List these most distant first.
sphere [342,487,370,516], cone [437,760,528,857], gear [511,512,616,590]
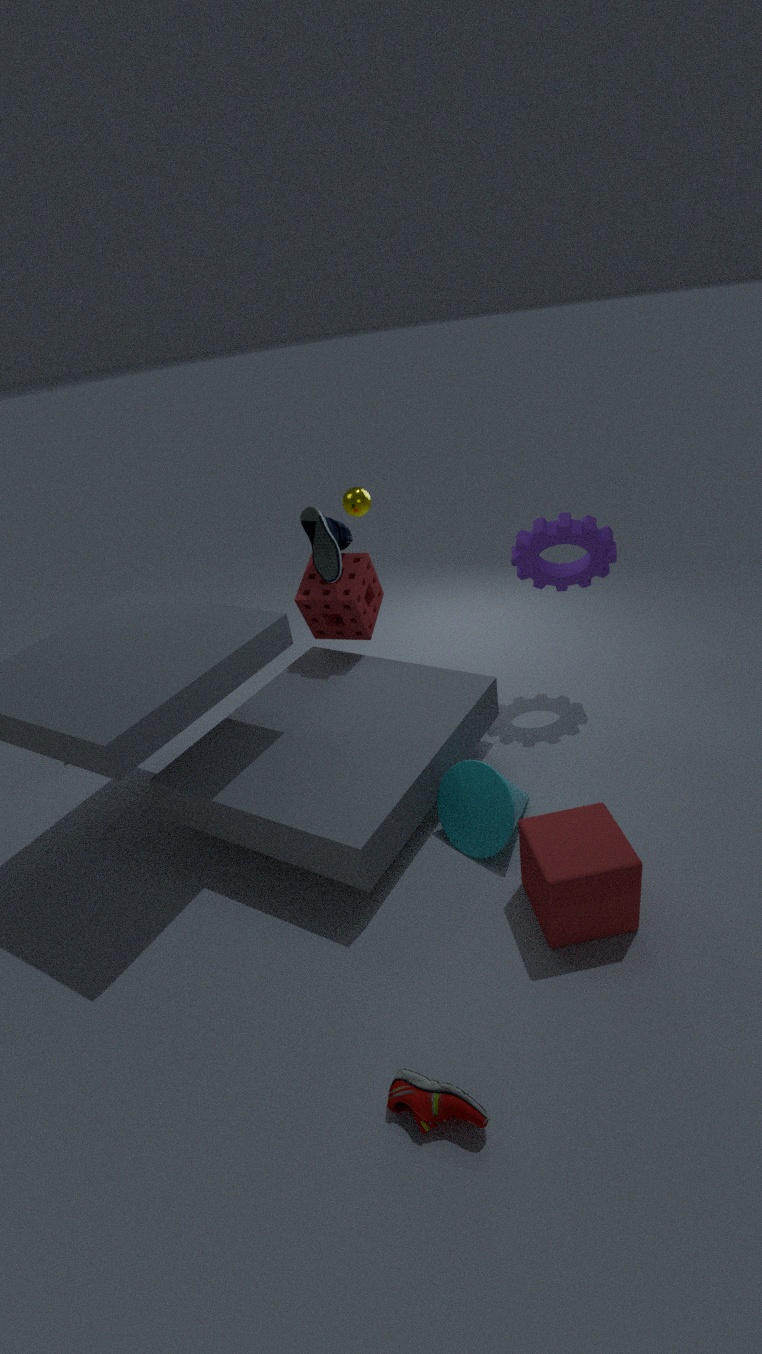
sphere [342,487,370,516] → gear [511,512,616,590] → cone [437,760,528,857]
